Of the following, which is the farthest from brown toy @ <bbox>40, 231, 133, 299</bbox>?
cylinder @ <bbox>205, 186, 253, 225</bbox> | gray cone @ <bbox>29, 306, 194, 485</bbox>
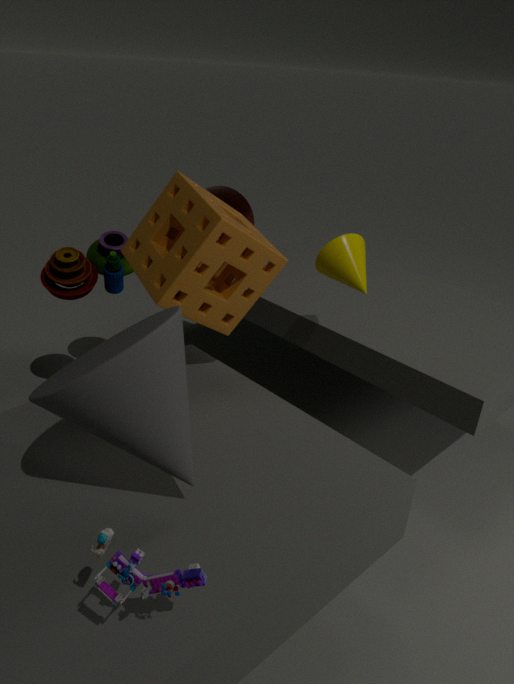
gray cone @ <bbox>29, 306, 194, 485</bbox>
